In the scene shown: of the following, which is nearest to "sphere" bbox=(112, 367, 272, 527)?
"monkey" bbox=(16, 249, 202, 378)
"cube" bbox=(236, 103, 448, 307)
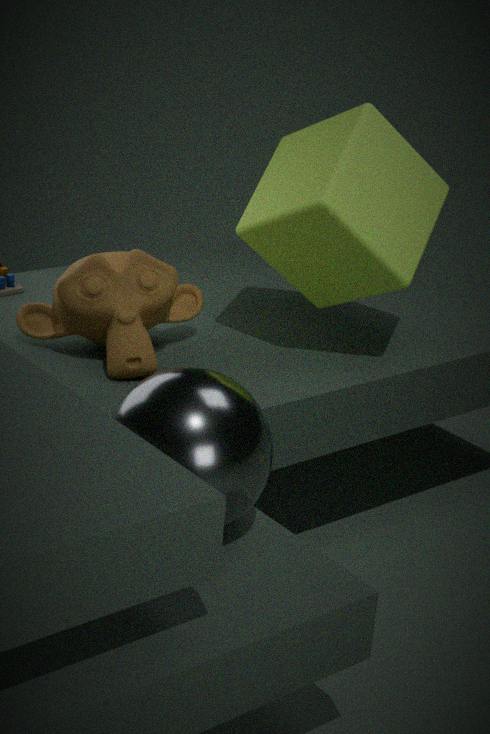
"monkey" bbox=(16, 249, 202, 378)
